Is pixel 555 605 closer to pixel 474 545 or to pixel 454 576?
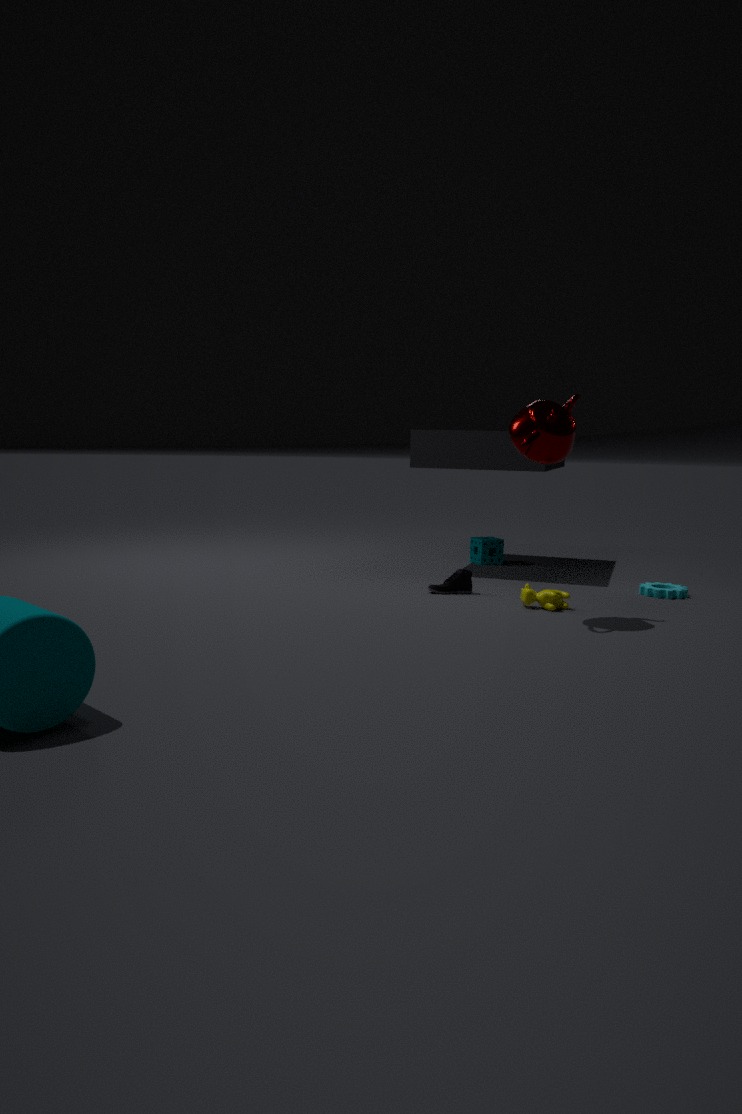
pixel 454 576
